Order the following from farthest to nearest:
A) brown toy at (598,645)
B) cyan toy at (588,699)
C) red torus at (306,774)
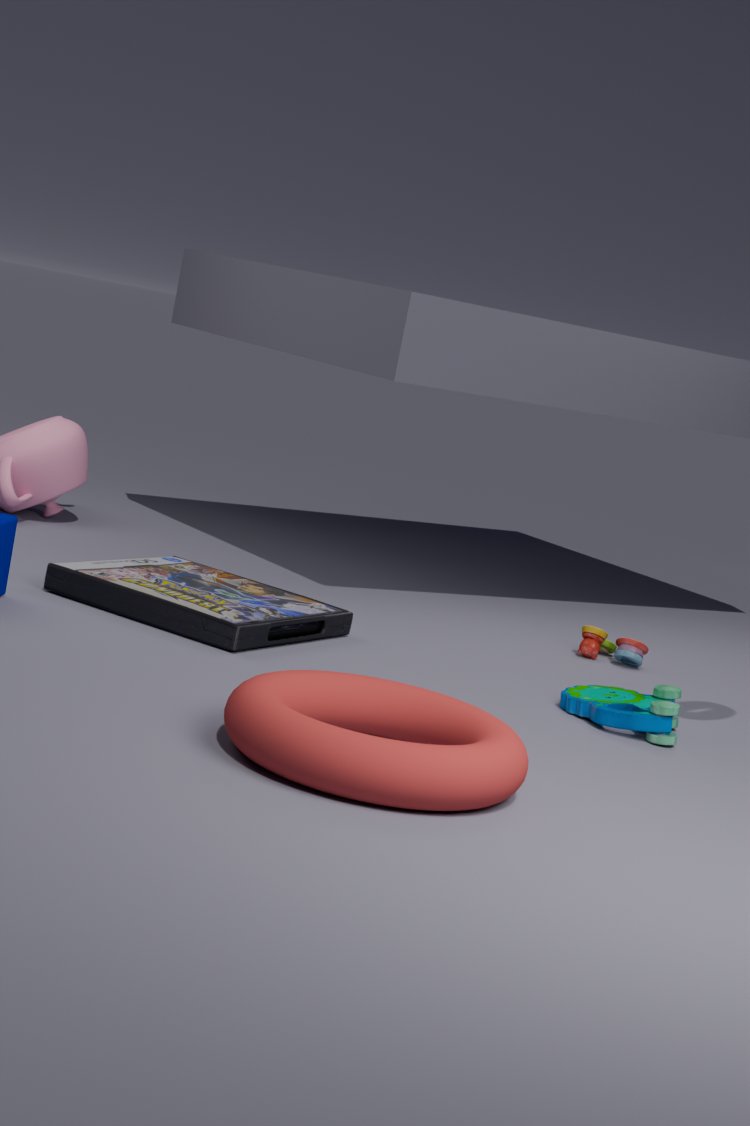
brown toy at (598,645) → cyan toy at (588,699) → red torus at (306,774)
